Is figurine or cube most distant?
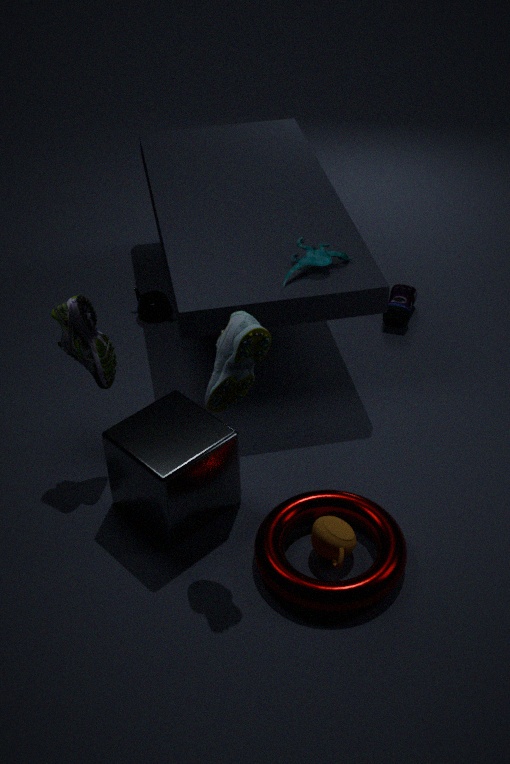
figurine
